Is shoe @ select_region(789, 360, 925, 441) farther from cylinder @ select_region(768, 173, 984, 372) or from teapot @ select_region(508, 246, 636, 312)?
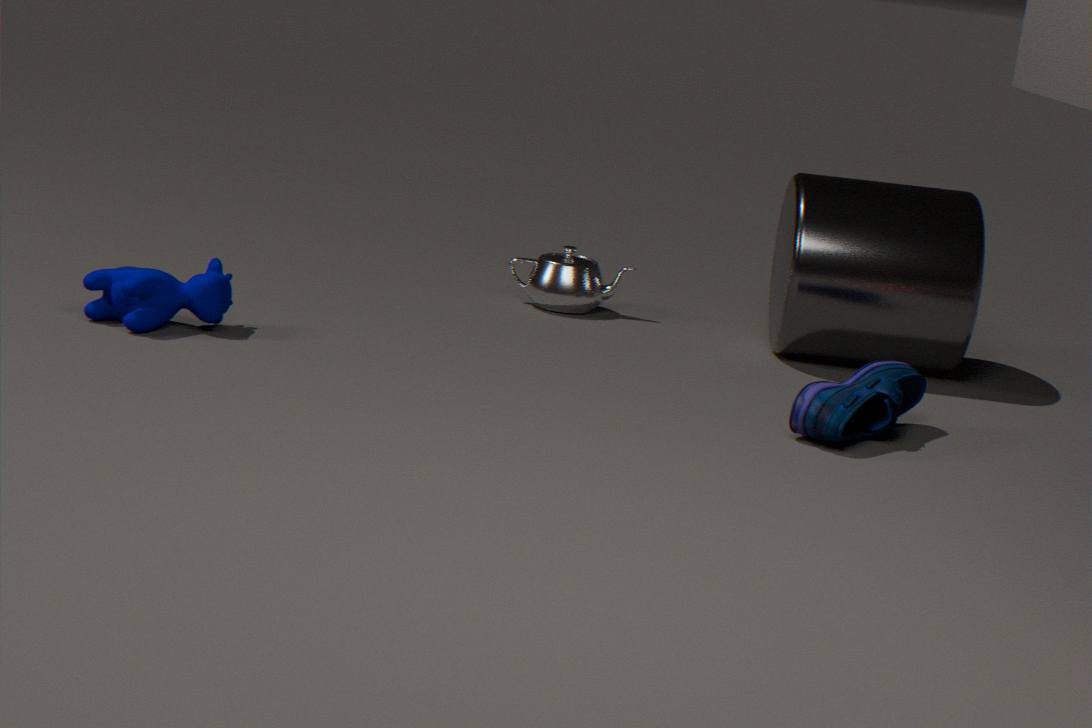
teapot @ select_region(508, 246, 636, 312)
